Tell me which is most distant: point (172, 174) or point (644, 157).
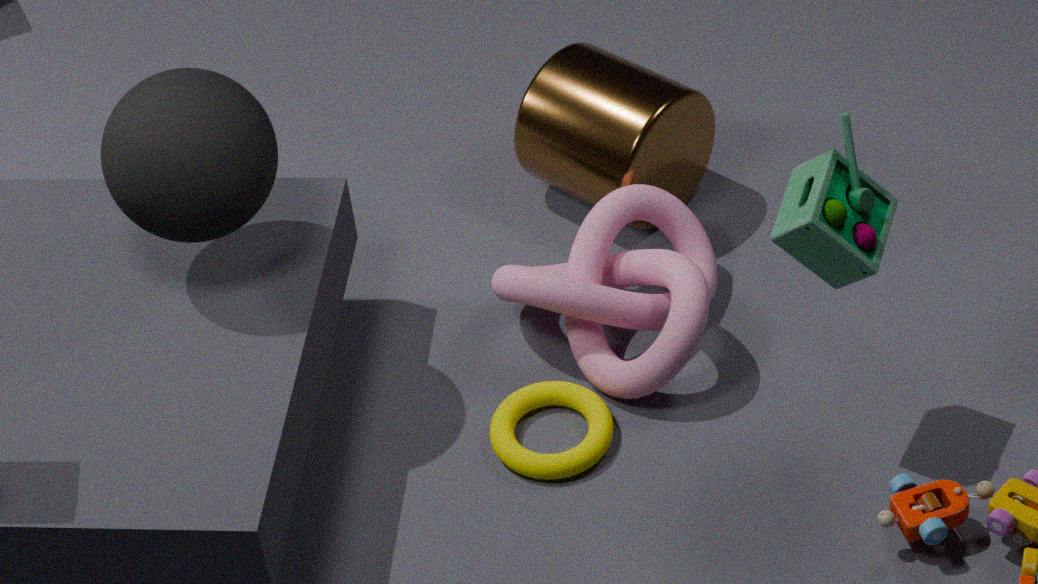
point (644, 157)
